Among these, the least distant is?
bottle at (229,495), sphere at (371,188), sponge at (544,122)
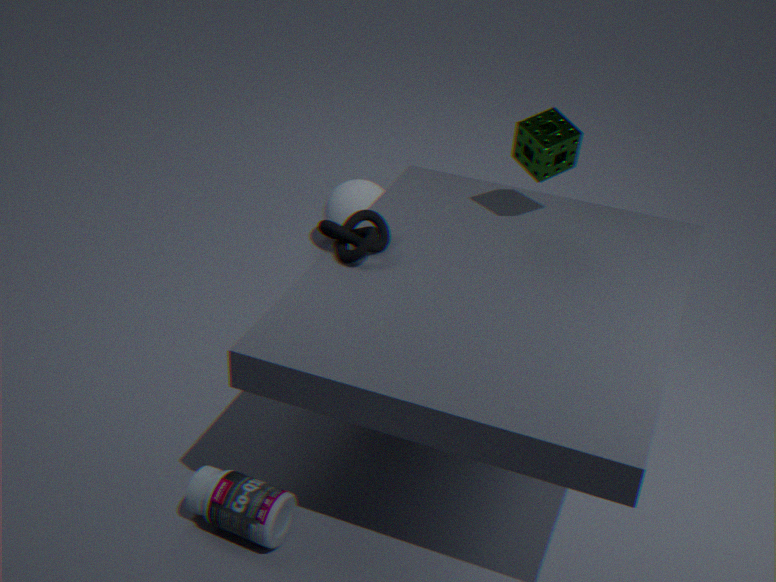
bottle at (229,495)
